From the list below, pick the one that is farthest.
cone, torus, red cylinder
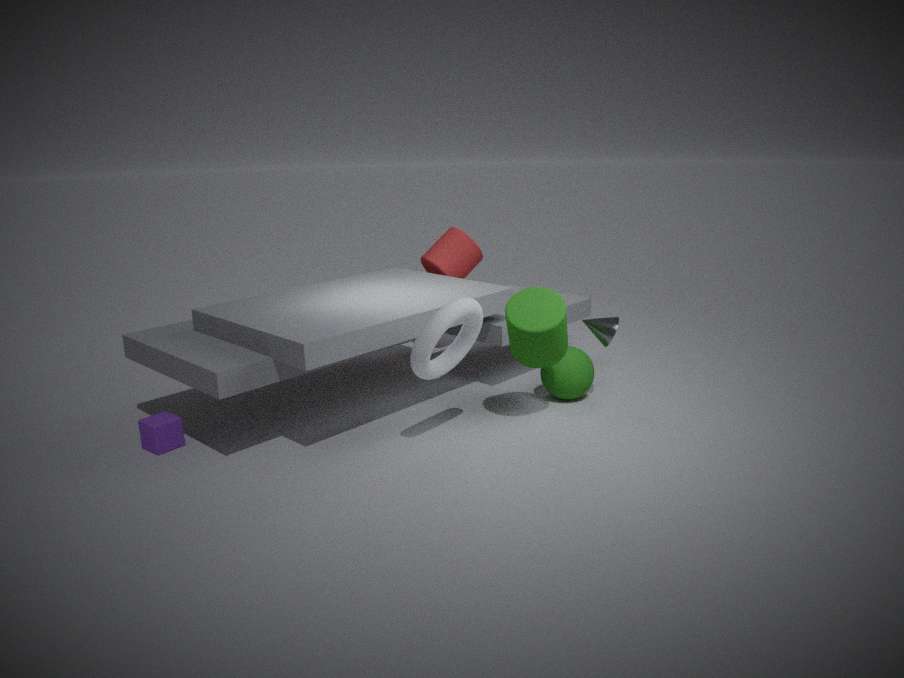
red cylinder
